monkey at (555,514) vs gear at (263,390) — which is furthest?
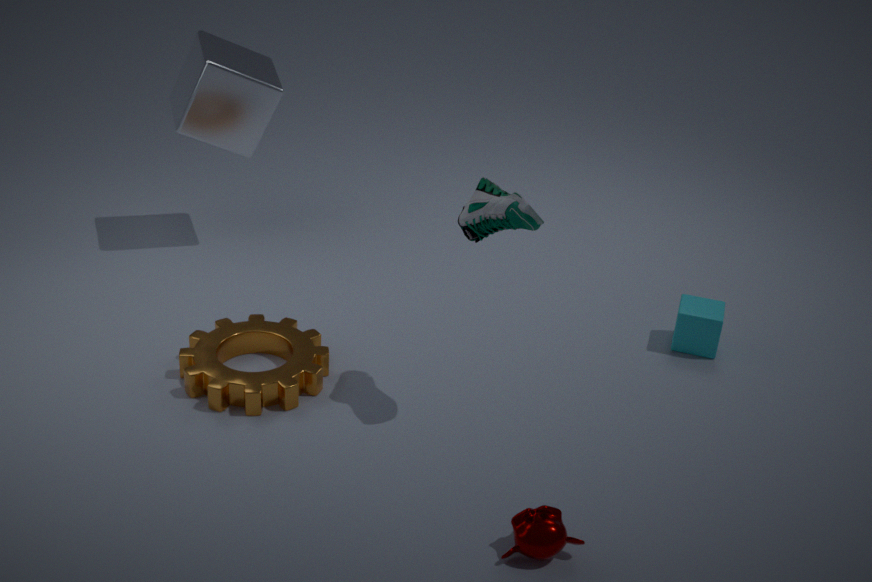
gear at (263,390)
